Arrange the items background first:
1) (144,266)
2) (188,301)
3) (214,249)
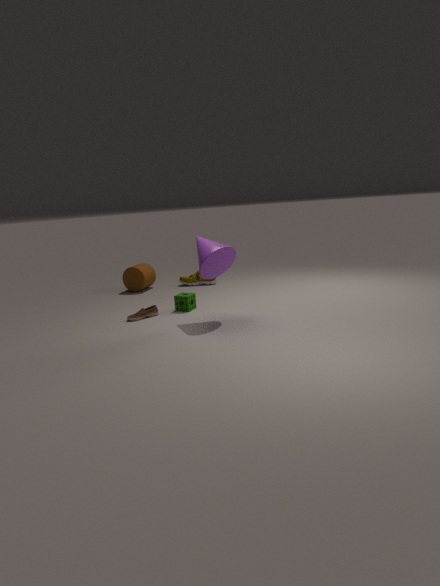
1. 1. (144,266)
2. 2. (188,301)
3. 3. (214,249)
